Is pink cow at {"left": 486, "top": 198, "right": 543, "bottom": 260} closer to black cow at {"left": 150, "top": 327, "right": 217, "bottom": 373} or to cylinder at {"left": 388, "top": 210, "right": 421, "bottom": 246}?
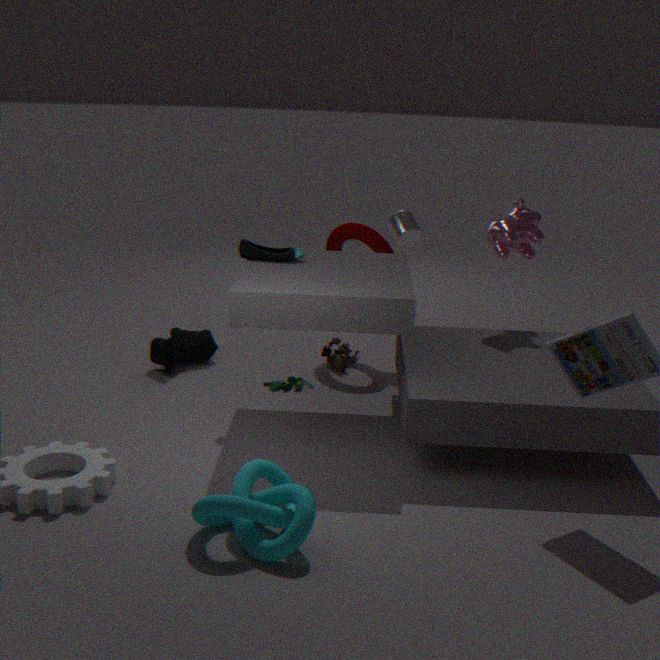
cylinder at {"left": 388, "top": 210, "right": 421, "bottom": 246}
